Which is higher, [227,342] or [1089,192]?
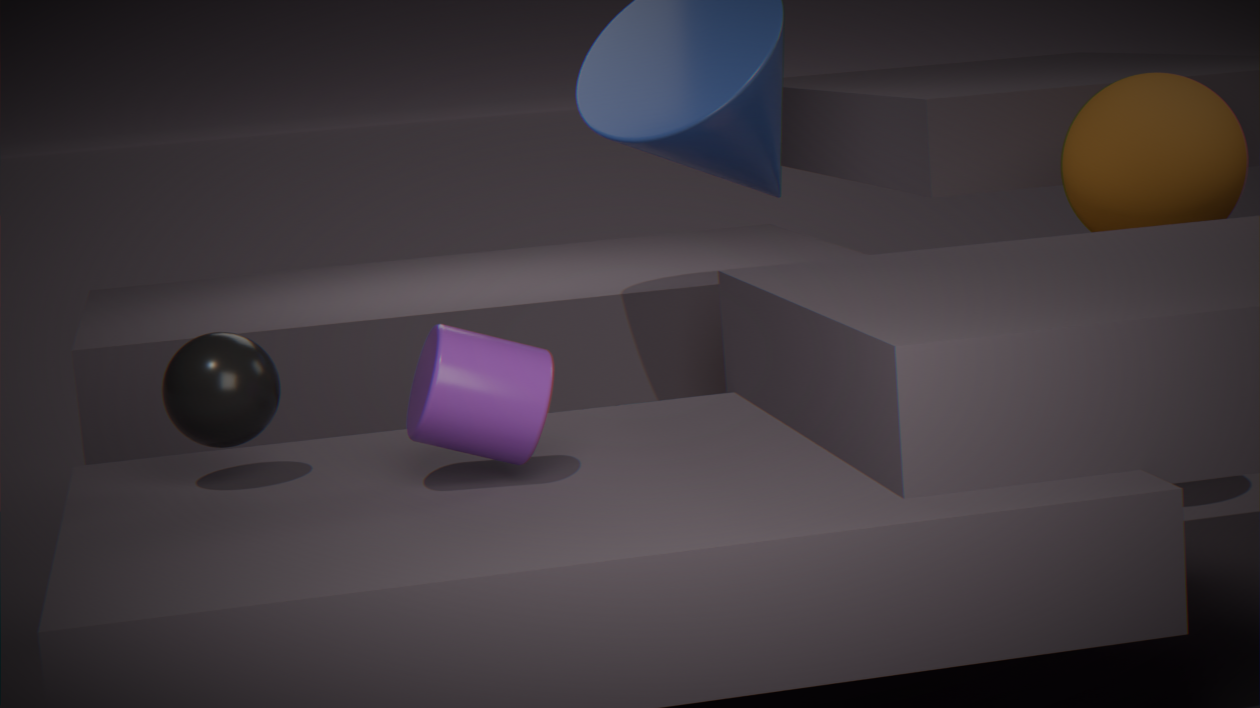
[1089,192]
